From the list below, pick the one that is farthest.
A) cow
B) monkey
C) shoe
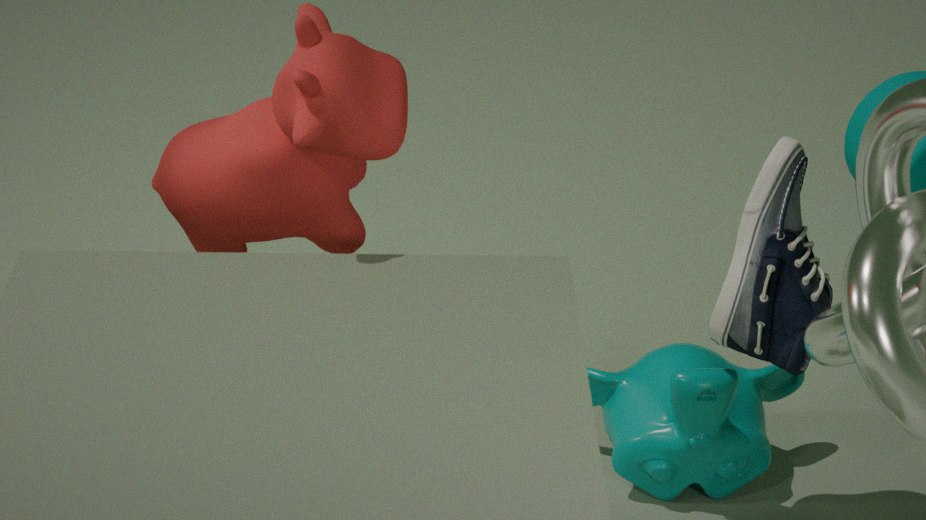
monkey
